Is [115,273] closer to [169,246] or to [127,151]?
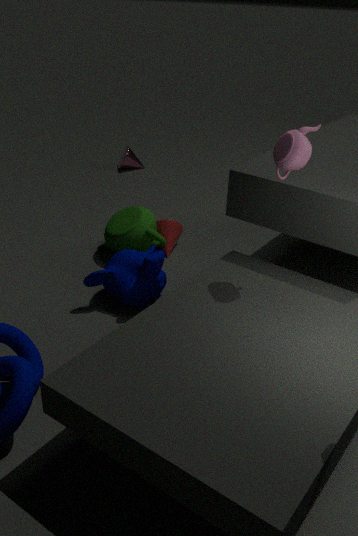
[169,246]
